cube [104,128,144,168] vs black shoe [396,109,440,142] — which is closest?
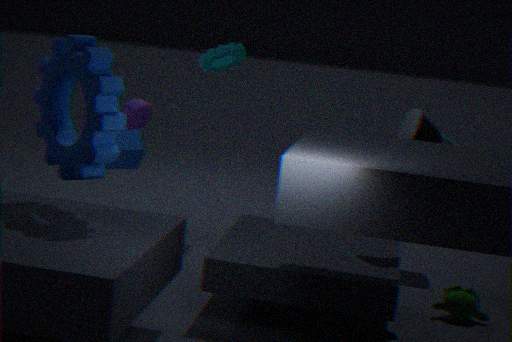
black shoe [396,109,440,142]
